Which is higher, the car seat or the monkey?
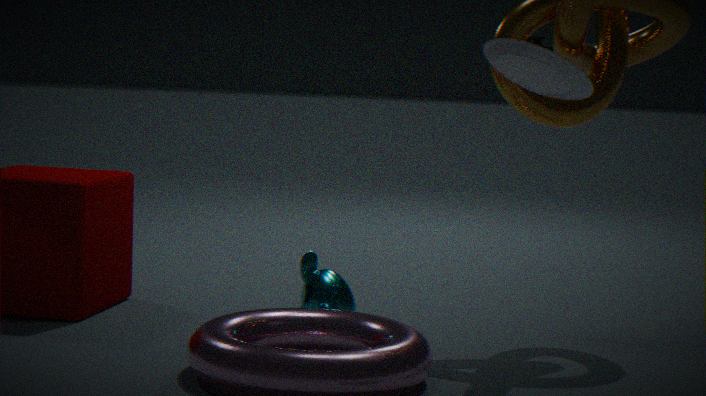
the car seat
